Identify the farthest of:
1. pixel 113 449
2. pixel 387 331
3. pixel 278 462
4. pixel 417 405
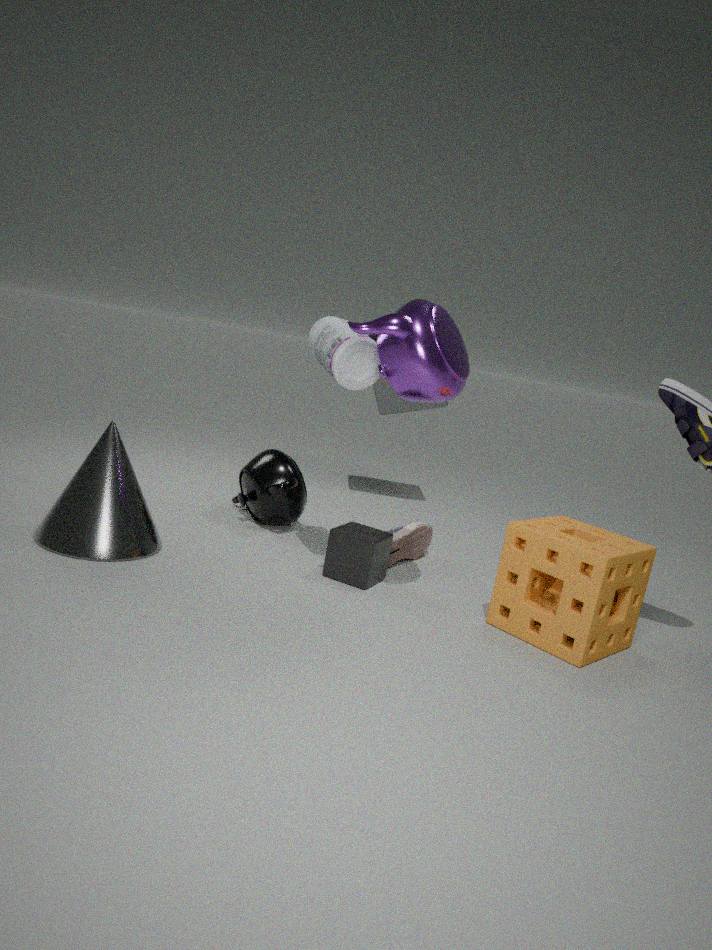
pixel 417 405
